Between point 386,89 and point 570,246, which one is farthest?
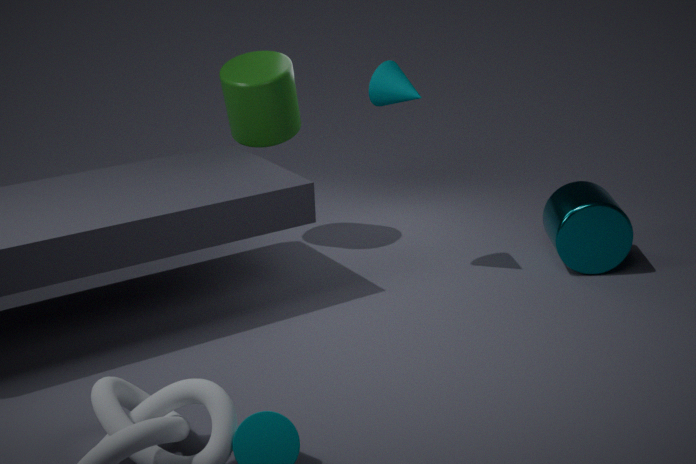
point 570,246
